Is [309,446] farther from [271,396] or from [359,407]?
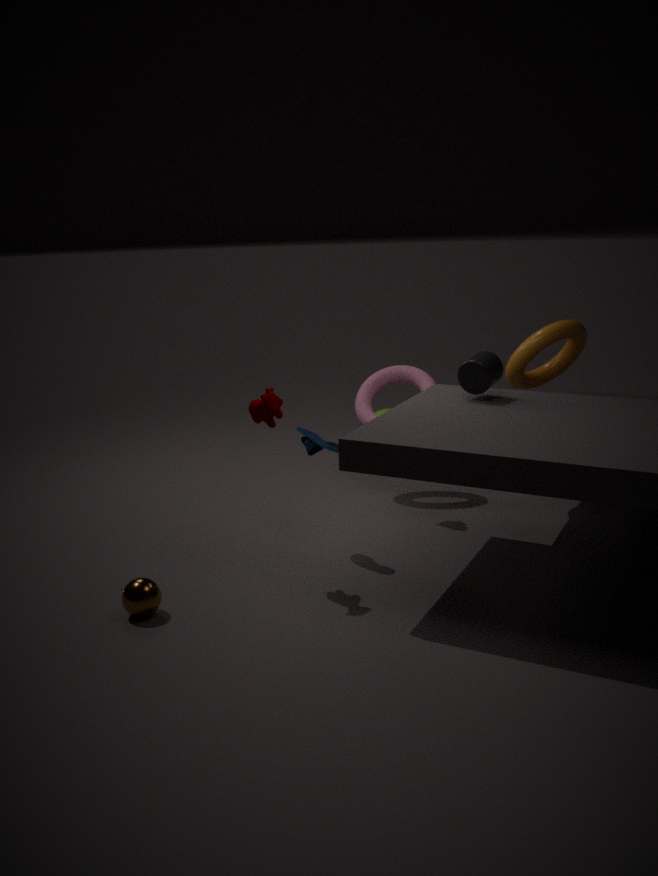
[359,407]
